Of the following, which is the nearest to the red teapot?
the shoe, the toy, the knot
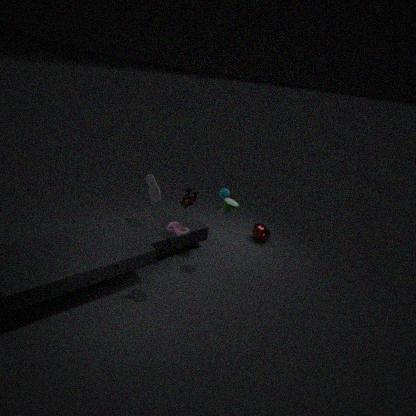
the toy
